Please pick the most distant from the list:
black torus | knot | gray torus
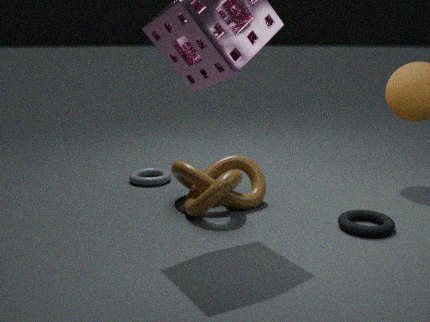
gray torus
